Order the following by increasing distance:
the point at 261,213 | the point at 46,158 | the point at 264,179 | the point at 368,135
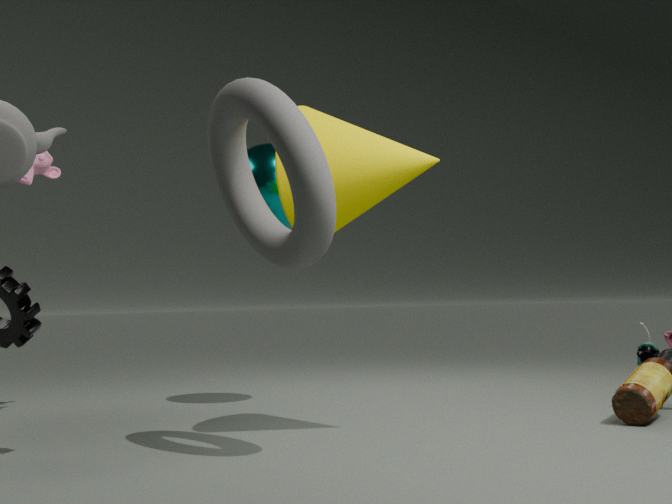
the point at 261,213 < the point at 368,135 < the point at 264,179 < the point at 46,158
